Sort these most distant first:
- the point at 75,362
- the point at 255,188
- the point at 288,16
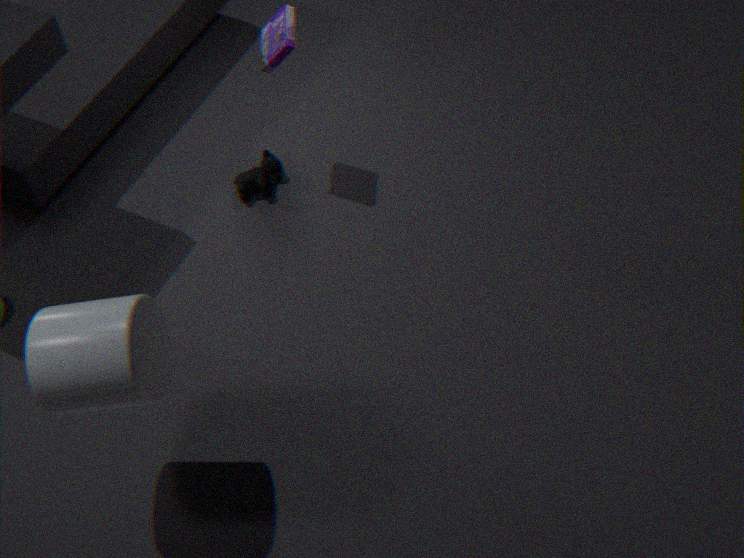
1. the point at 255,188
2. the point at 288,16
3. the point at 75,362
